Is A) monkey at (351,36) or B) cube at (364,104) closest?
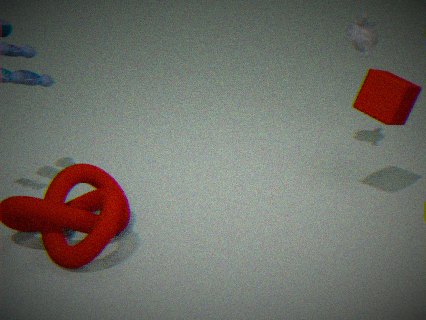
B. cube at (364,104)
